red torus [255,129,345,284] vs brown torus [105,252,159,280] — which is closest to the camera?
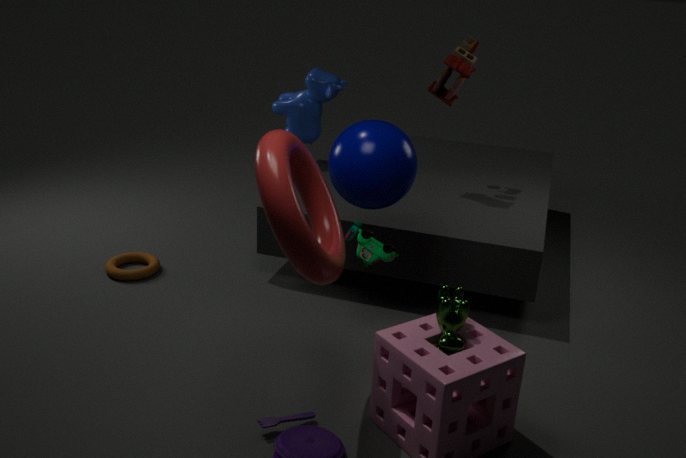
red torus [255,129,345,284]
